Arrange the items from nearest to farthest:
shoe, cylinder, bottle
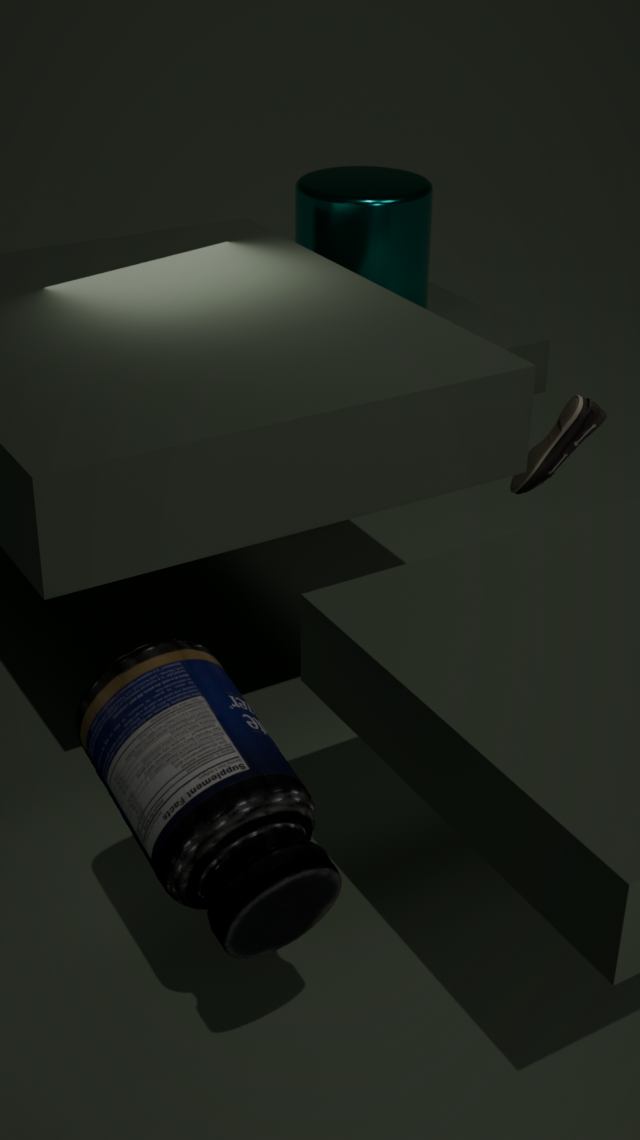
bottle, shoe, cylinder
